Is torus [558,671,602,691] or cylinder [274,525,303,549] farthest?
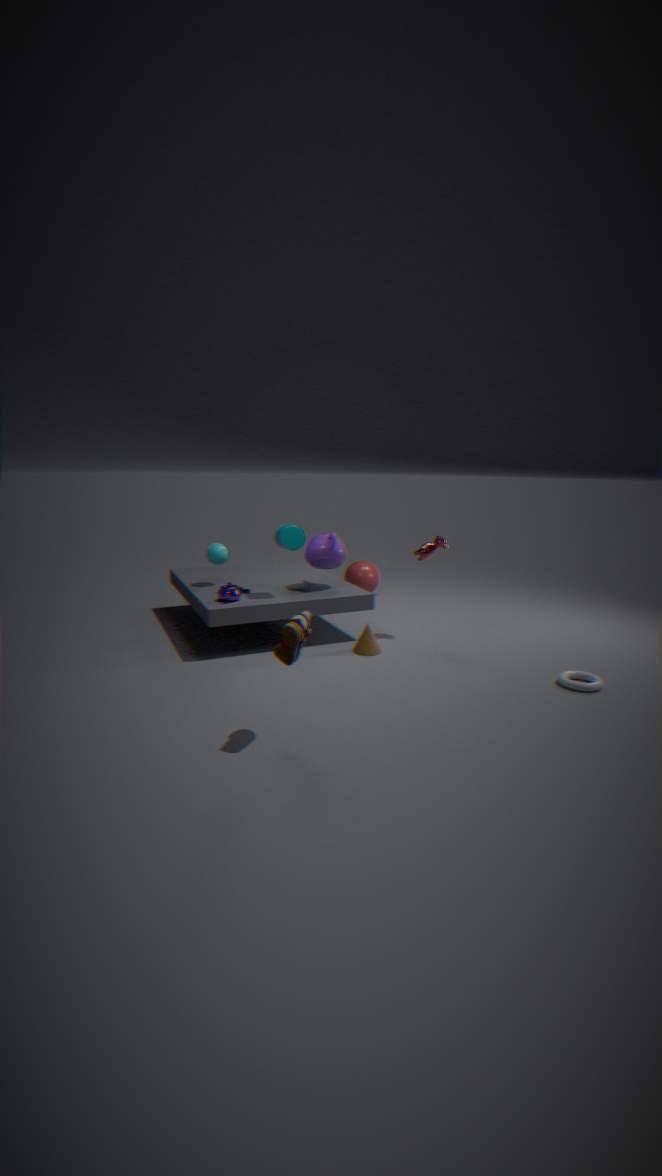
cylinder [274,525,303,549]
